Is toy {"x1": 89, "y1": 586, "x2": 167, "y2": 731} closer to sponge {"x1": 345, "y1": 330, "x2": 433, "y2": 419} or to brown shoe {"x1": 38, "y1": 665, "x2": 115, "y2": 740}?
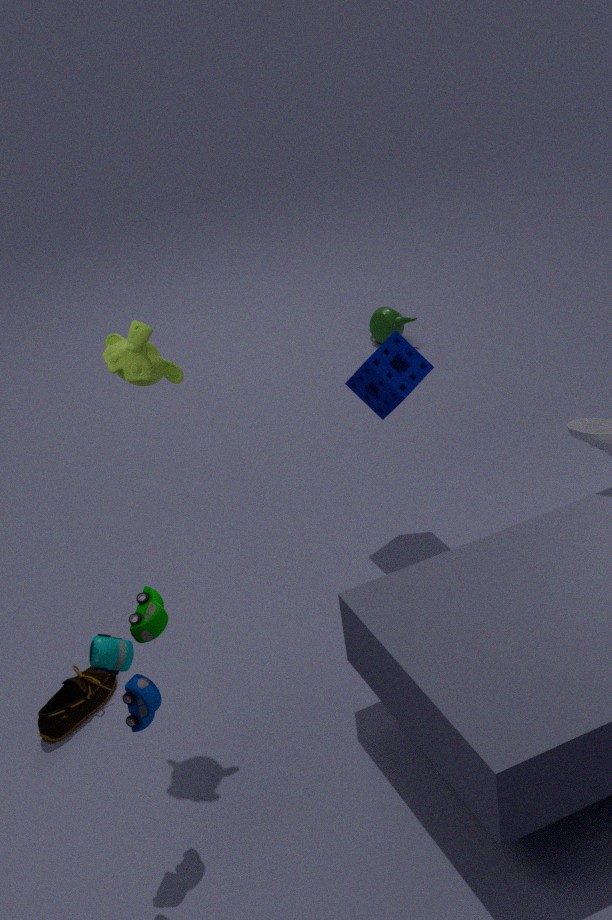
brown shoe {"x1": 38, "y1": 665, "x2": 115, "y2": 740}
